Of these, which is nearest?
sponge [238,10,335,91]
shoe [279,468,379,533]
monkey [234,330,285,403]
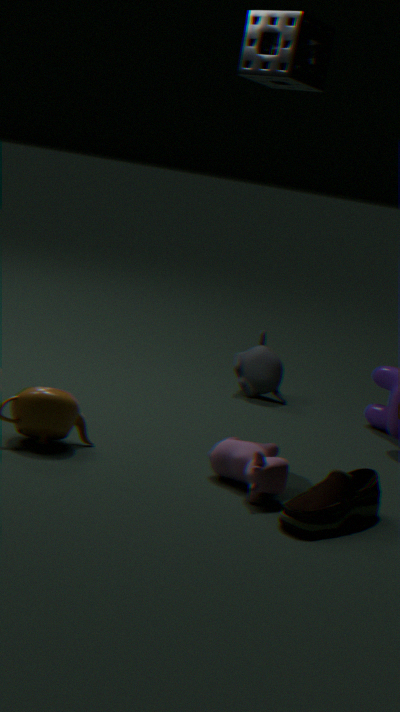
Answer: shoe [279,468,379,533]
